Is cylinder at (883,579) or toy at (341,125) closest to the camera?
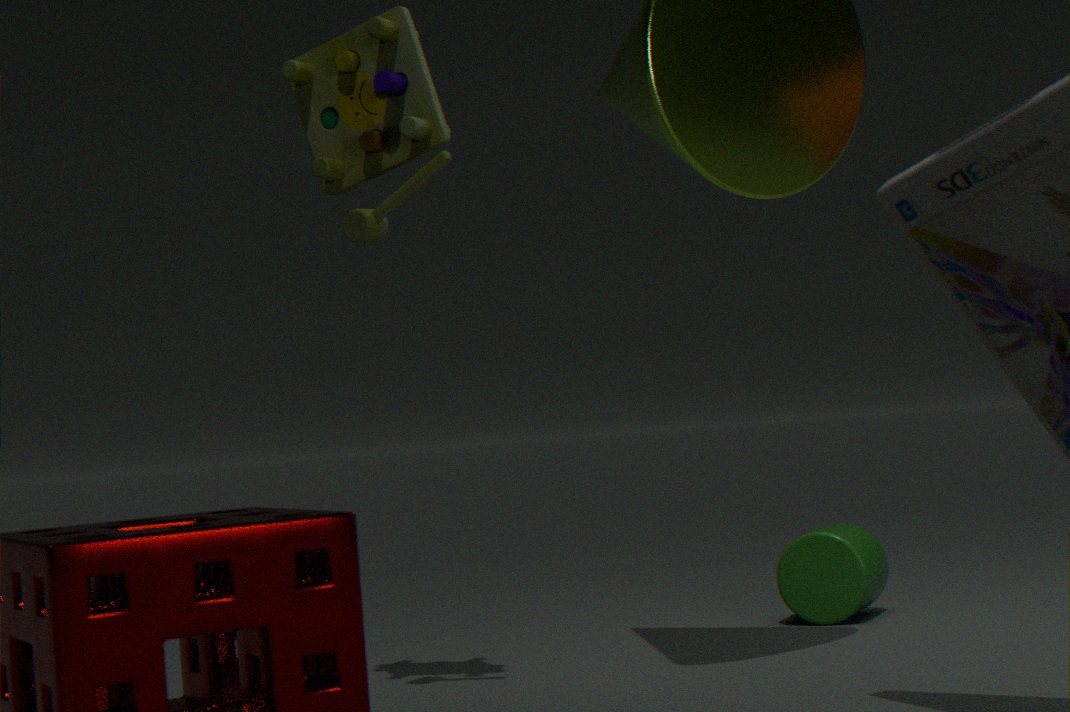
toy at (341,125)
